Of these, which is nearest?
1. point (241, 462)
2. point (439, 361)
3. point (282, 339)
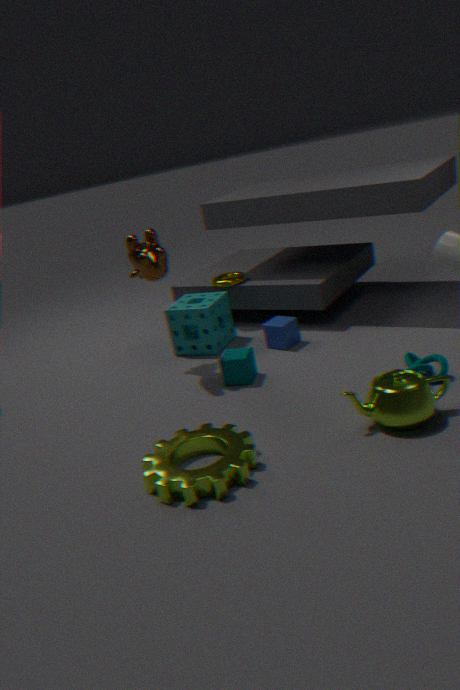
point (241, 462)
